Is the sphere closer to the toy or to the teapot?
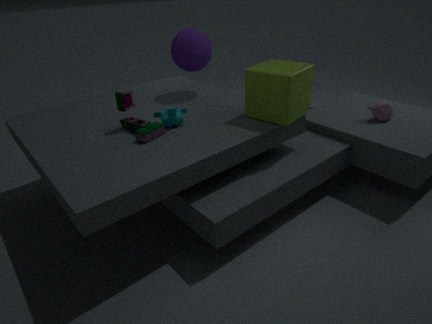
the toy
